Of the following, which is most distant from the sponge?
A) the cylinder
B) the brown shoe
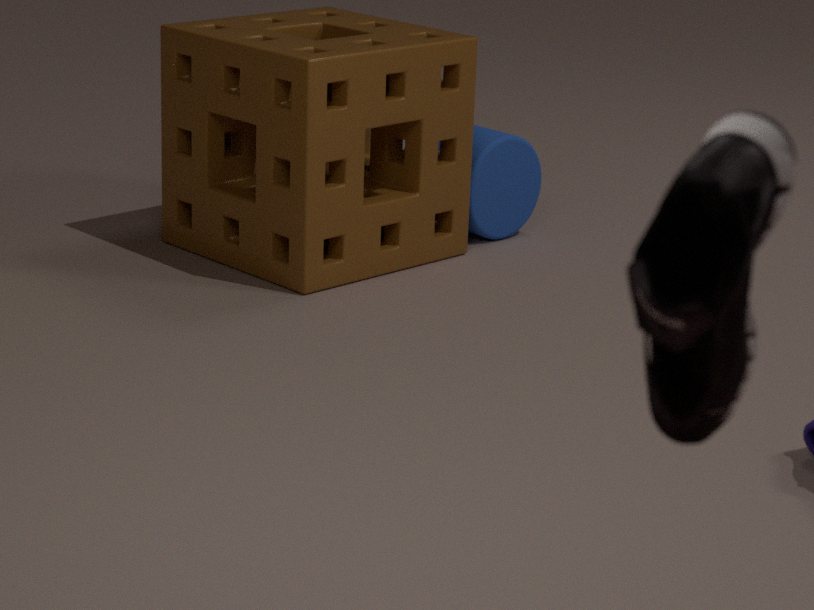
the brown shoe
